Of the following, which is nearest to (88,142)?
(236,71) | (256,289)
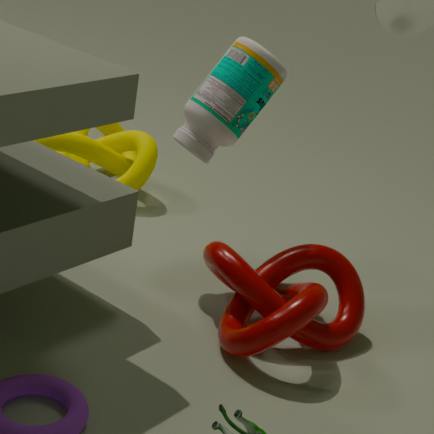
(236,71)
